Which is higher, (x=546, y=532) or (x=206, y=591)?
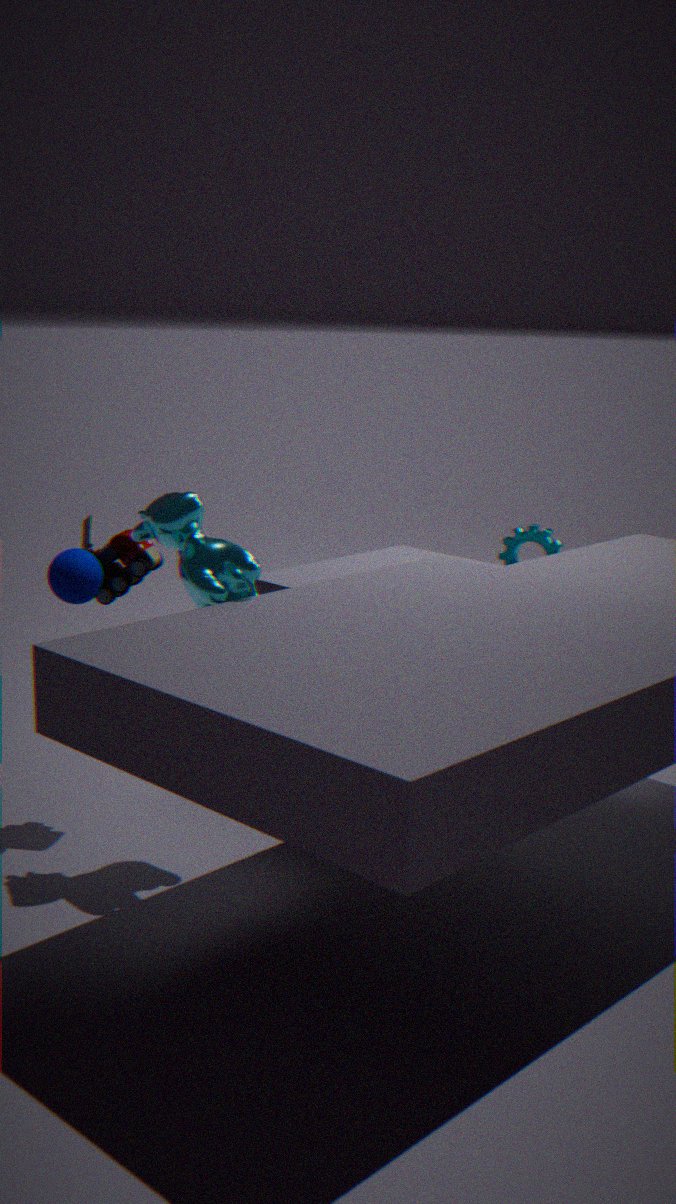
(x=206, y=591)
